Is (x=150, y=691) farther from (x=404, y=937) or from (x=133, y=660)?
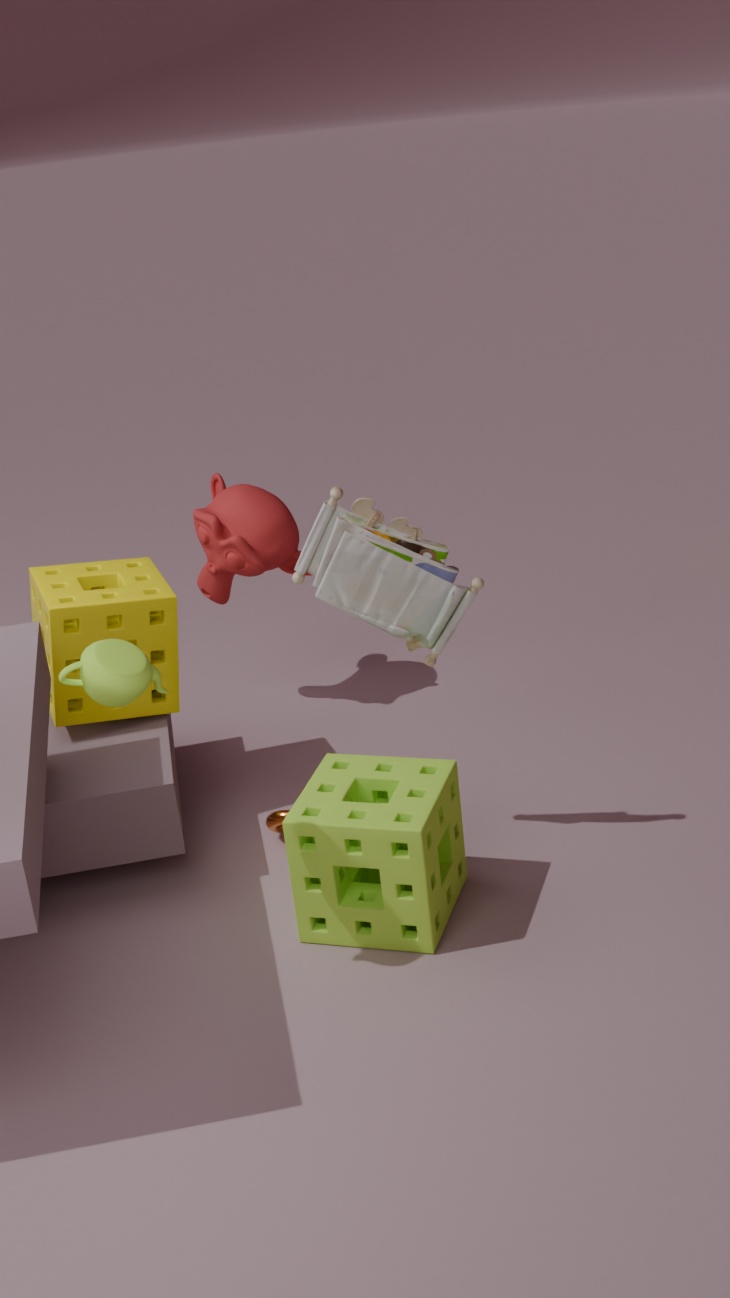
(x=404, y=937)
